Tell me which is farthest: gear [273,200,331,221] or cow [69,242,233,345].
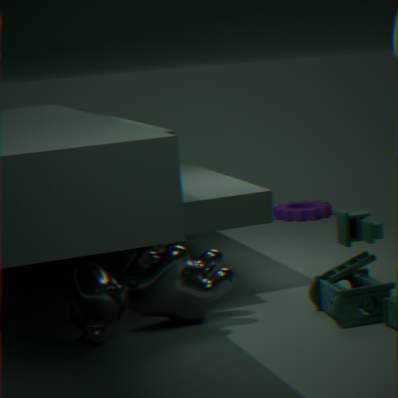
gear [273,200,331,221]
